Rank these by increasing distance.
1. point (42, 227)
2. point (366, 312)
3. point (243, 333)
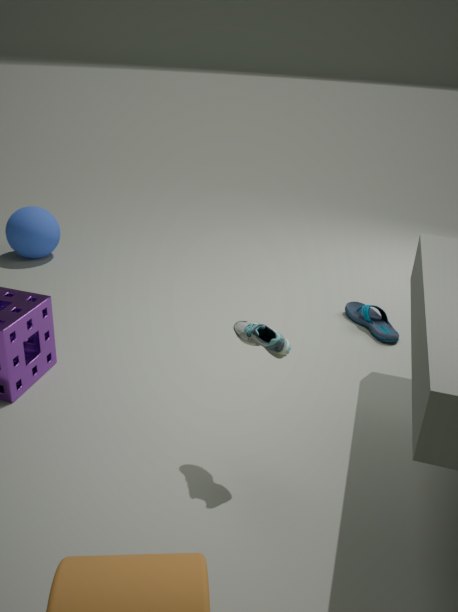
1. point (243, 333)
2. point (366, 312)
3. point (42, 227)
